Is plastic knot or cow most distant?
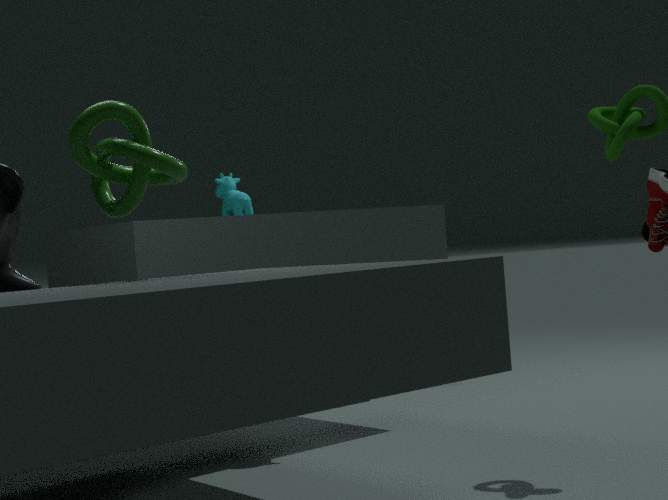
cow
